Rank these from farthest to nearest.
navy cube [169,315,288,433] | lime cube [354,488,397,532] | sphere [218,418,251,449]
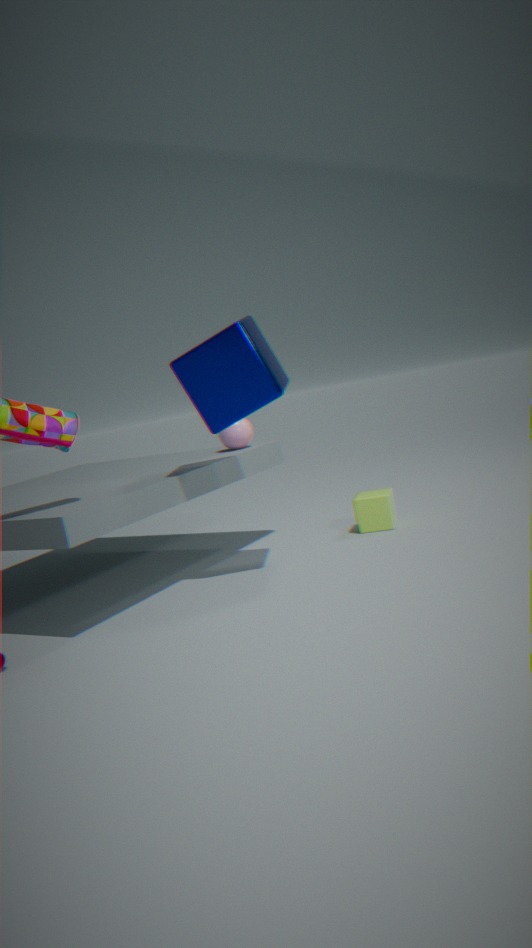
sphere [218,418,251,449]
lime cube [354,488,397,532]
navy cube [169,315,288,433]
